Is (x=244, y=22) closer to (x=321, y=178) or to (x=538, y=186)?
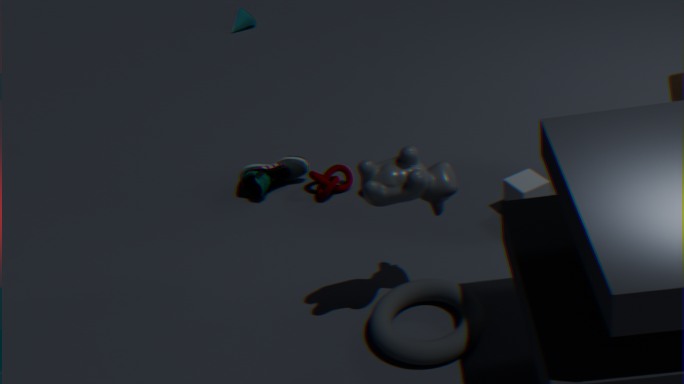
(x=321, y=178)
